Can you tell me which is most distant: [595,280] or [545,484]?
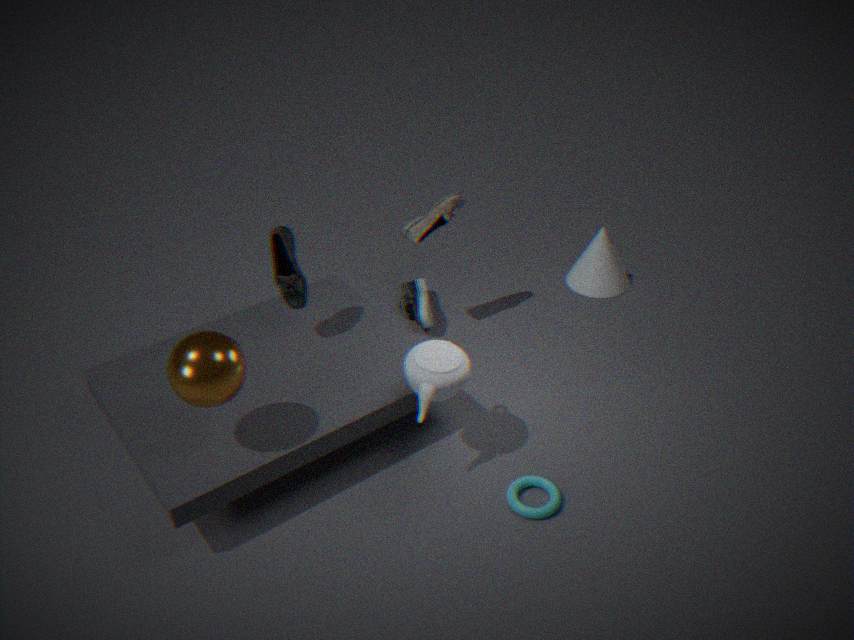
[595,280]
